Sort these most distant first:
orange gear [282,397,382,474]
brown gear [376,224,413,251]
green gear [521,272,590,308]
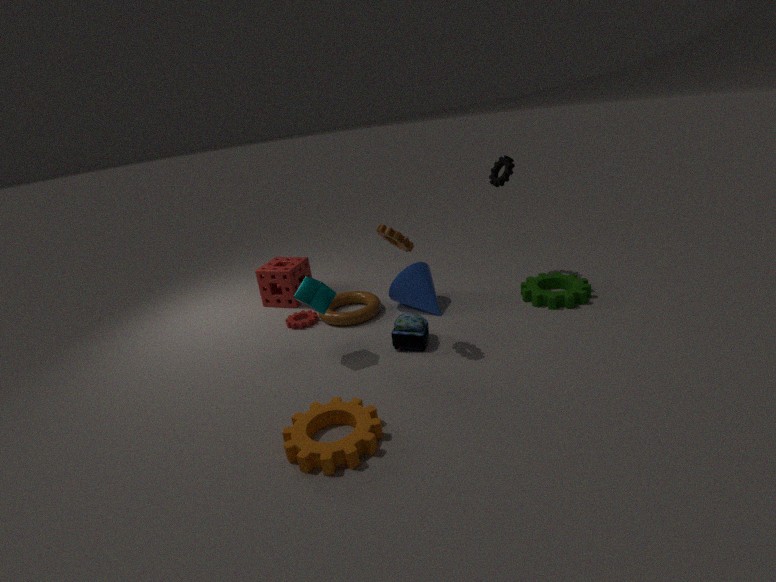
green gear [521,272,590,308]
brown gear [376,224,413,251]
orange gear [282,397,382,474]
